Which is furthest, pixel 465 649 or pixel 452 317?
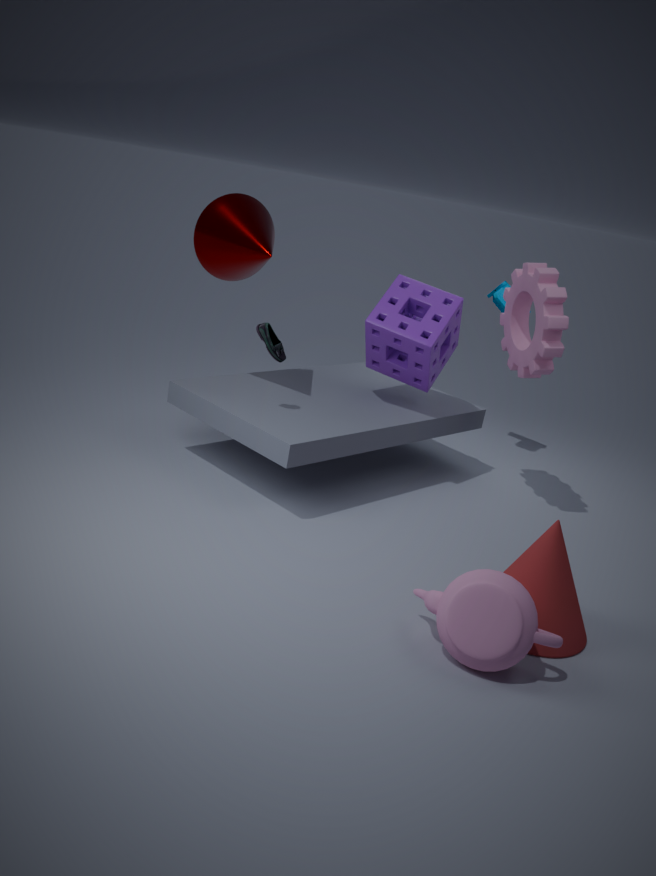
pixel 452 317
